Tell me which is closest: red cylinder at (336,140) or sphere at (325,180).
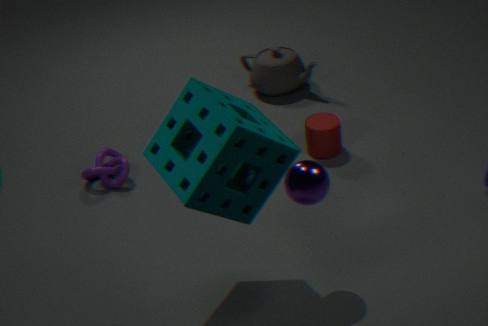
sphere at (325,180)
